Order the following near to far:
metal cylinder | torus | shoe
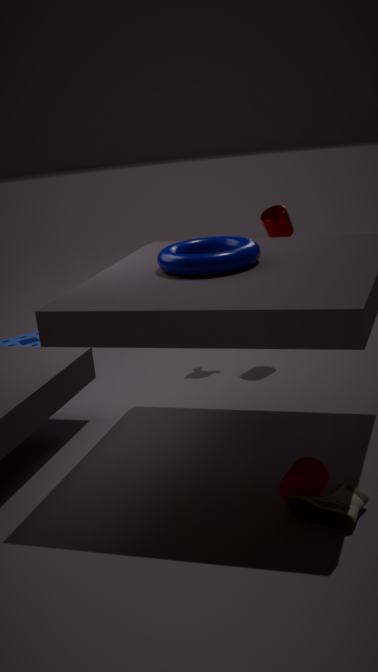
shoe → torus → metal cylinder
